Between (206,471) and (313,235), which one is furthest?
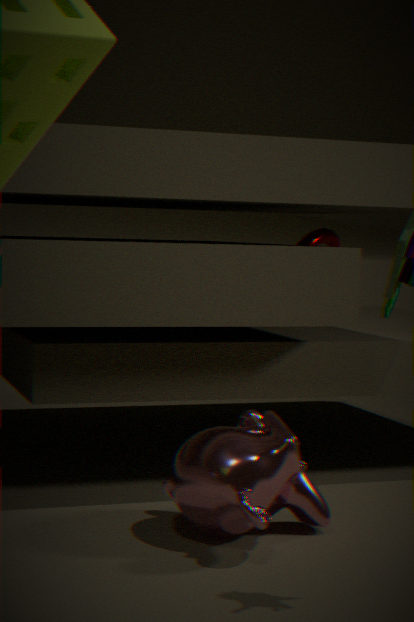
(313,235)
